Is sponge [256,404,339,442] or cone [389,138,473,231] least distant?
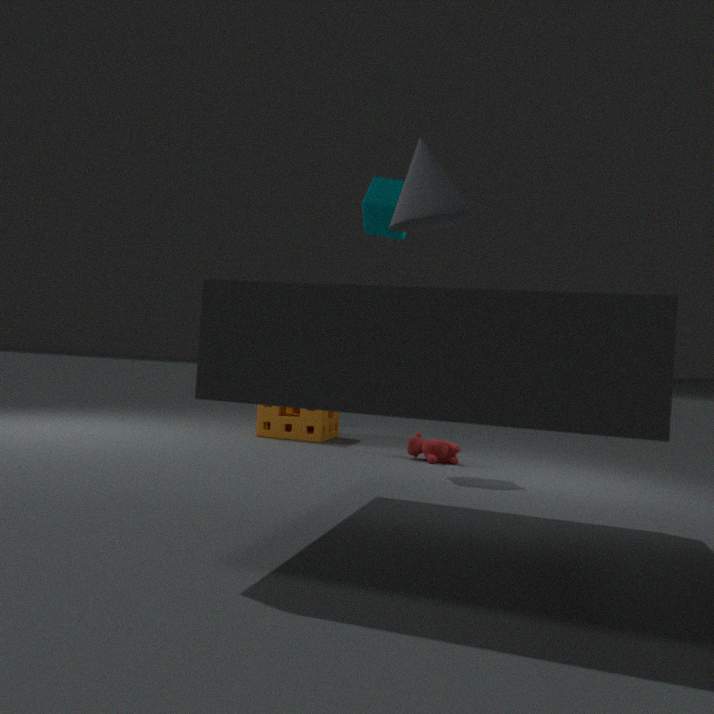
cone [389,138,473,231]
